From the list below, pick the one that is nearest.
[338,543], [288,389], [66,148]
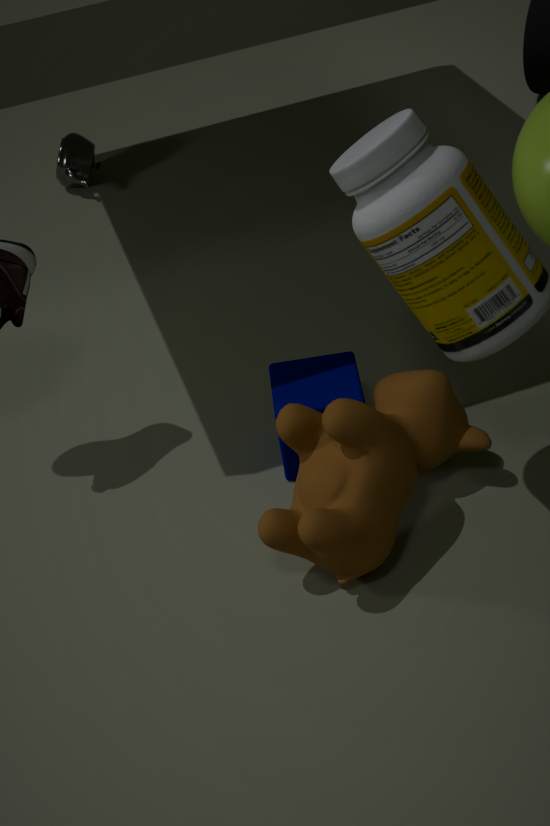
[338,543]
